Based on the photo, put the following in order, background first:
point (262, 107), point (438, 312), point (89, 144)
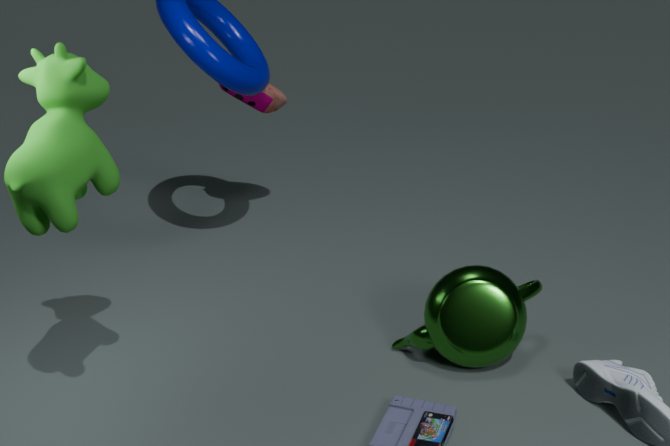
point (262, 107) < point (438, 312) < point (89, 144)
